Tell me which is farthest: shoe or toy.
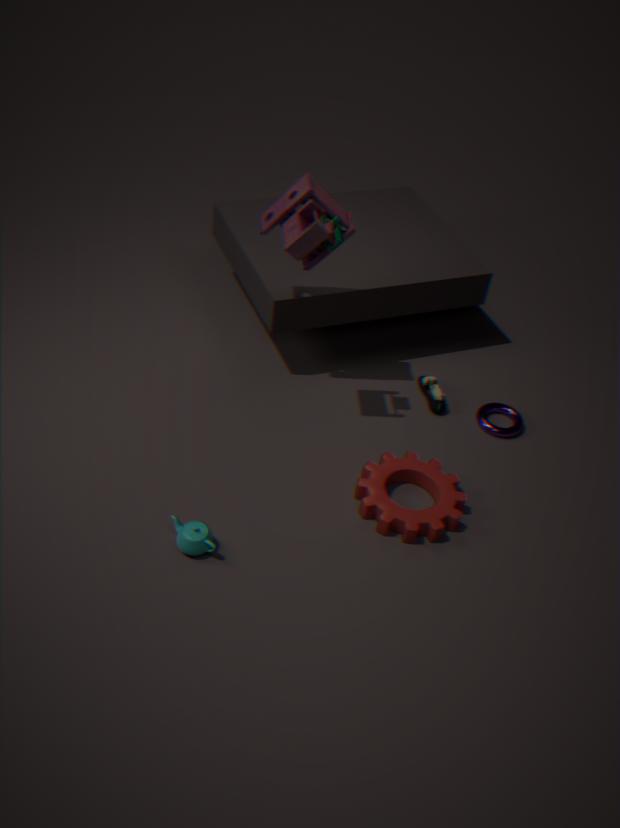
shoe
